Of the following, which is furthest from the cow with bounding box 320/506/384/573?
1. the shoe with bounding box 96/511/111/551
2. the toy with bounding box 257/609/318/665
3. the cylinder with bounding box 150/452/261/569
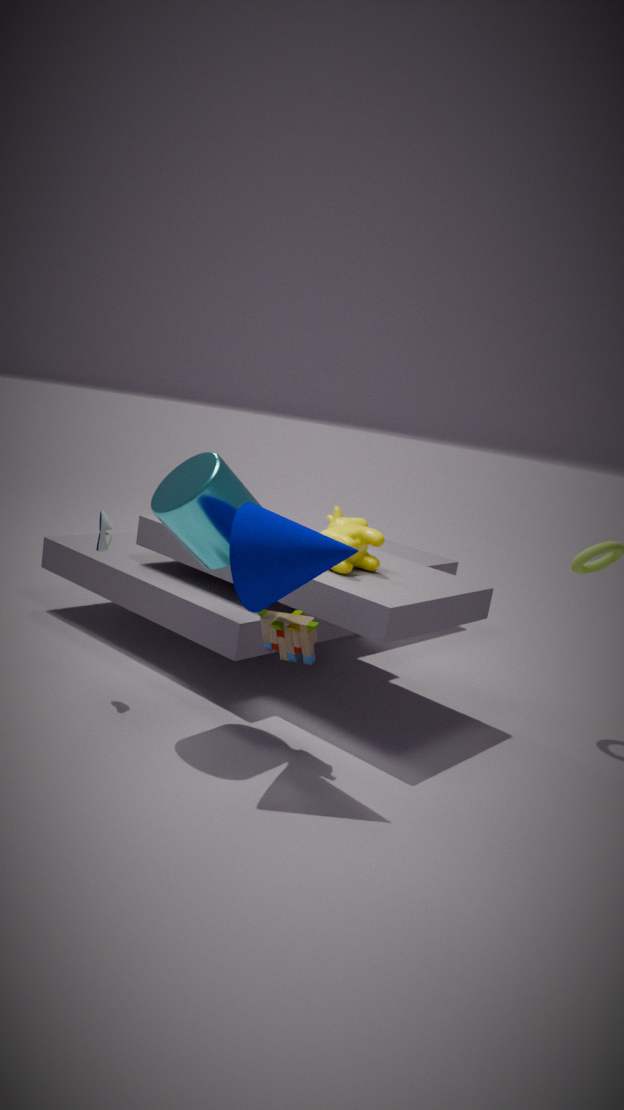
the shoe with bounding box 96/511/111/551
